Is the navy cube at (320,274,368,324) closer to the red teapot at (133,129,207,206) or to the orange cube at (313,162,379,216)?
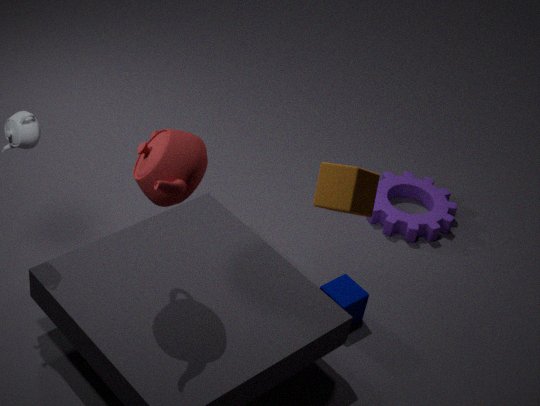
the orange cube at (313,162,379,216)
